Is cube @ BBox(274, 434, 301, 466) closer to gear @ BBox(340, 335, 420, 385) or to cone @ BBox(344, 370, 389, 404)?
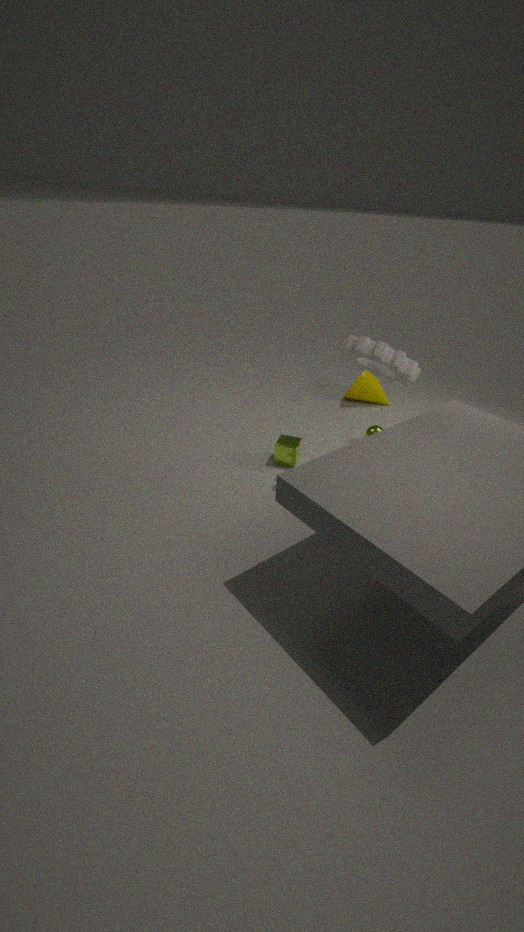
gear @ BBox(340, 335, 420, 385)
